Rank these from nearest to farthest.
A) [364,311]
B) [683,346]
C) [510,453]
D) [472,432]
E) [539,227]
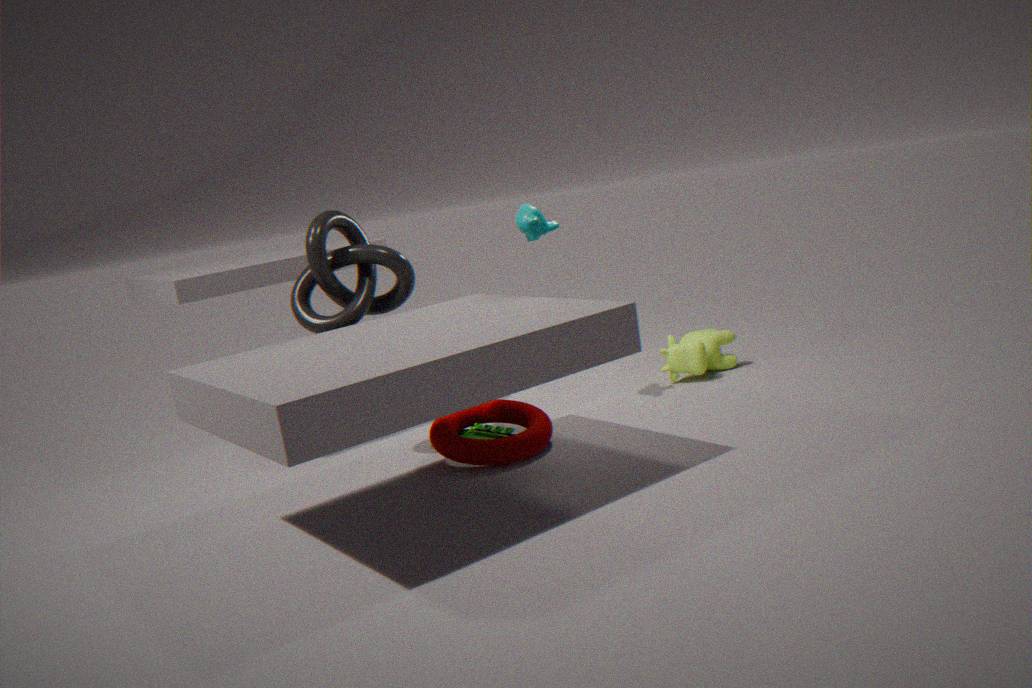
[510,453] → [364,311] → [472,432] → [539,227] → [683,346]
